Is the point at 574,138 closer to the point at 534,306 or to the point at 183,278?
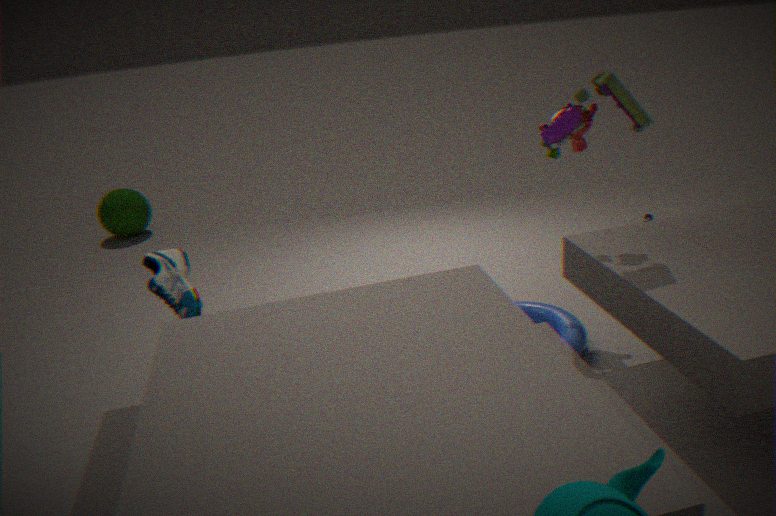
the point at 534,306
